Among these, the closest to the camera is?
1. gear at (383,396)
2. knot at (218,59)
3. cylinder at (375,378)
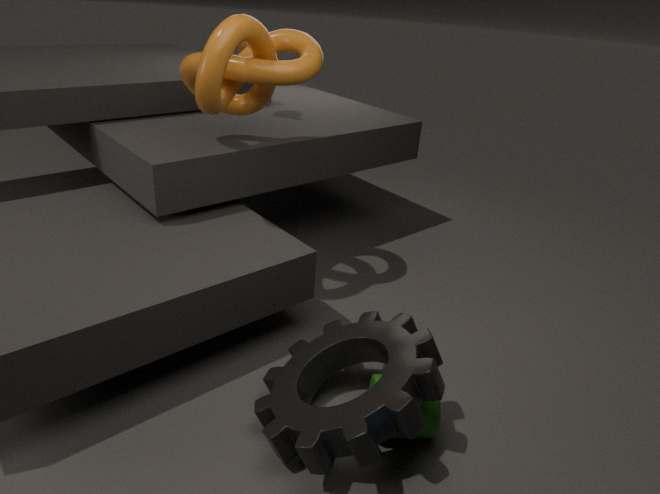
gear at (383,396)
